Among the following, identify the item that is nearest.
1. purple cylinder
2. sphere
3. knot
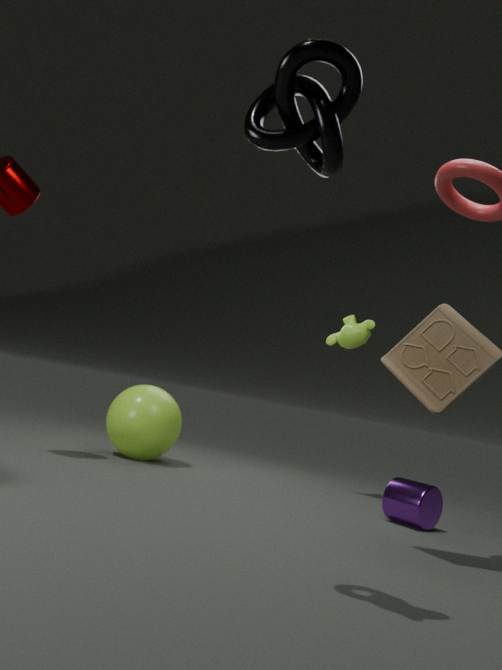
knot
